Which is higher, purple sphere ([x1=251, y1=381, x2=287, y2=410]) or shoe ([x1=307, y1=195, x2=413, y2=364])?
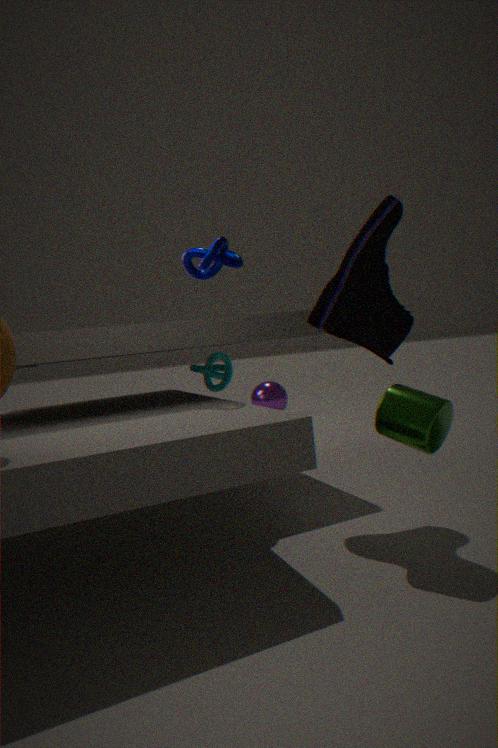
shoe ([x1=307, y1=195, x2=413, y2=364])
